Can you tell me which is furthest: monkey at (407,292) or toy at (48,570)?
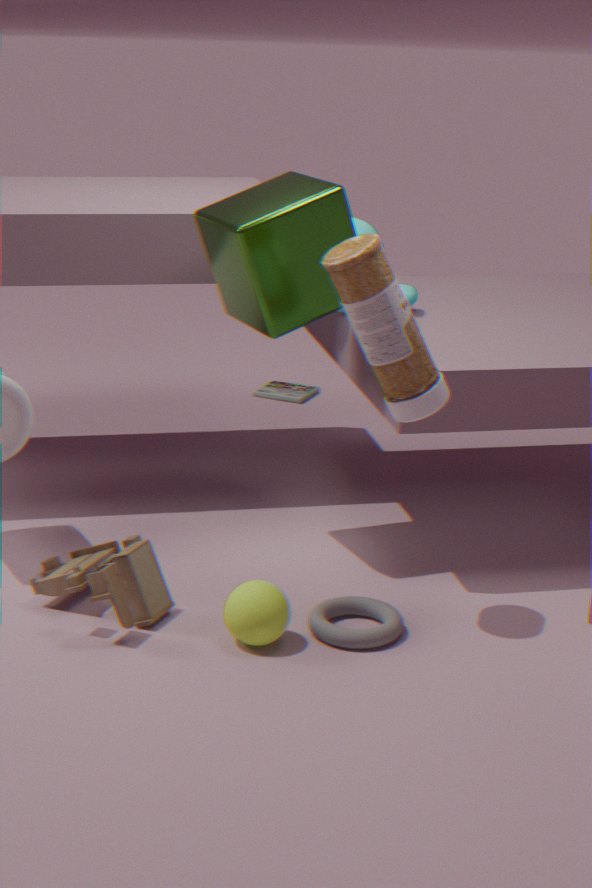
monkey at (407,292)
